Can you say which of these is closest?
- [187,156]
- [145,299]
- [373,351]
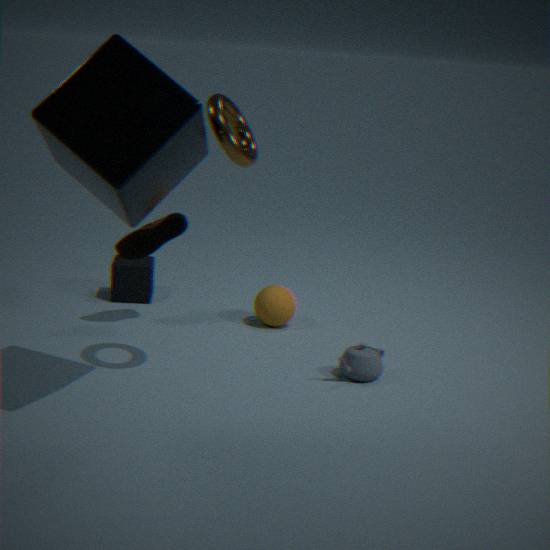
[187,156]
